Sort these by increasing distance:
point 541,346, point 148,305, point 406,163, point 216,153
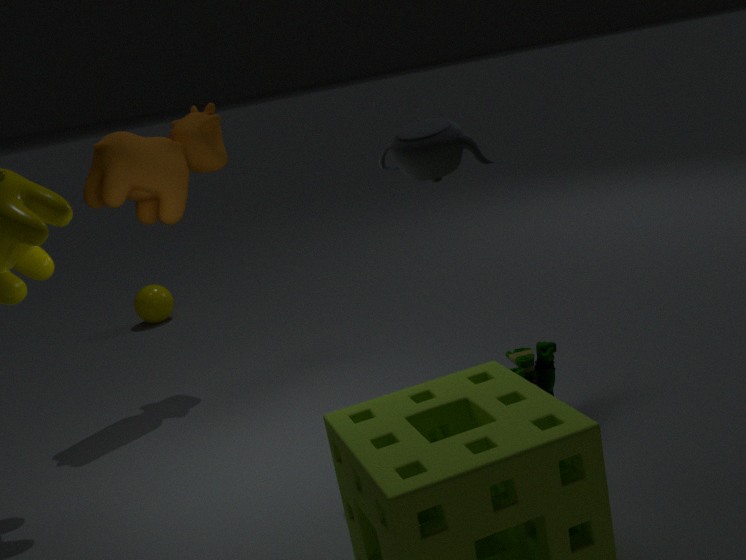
point 406,163 → point 541,346 → point 216,153 → point 148,305
